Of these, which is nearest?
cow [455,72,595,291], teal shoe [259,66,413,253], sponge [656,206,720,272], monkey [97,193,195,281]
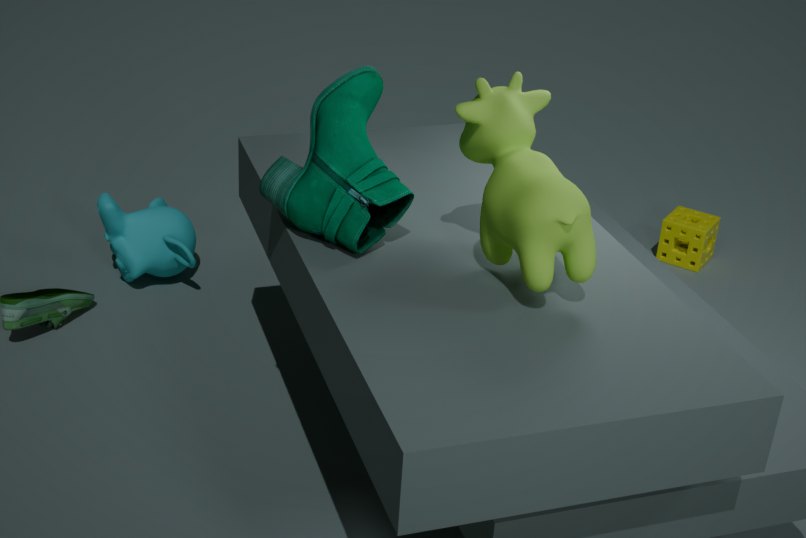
cow [455,72,595,291]
